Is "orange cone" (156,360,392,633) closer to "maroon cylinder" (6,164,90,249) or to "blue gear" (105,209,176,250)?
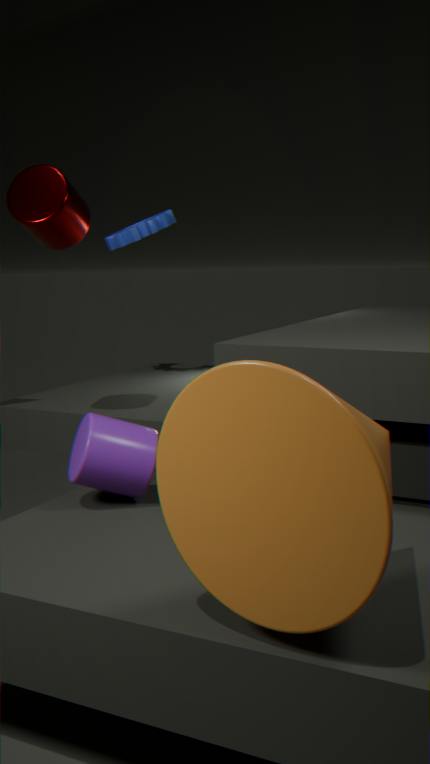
"maroon cylinder" (6,164,90,249)
